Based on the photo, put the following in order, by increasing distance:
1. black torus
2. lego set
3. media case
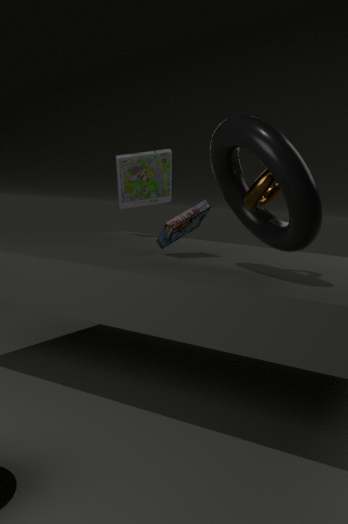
black torus
lego set
media case
